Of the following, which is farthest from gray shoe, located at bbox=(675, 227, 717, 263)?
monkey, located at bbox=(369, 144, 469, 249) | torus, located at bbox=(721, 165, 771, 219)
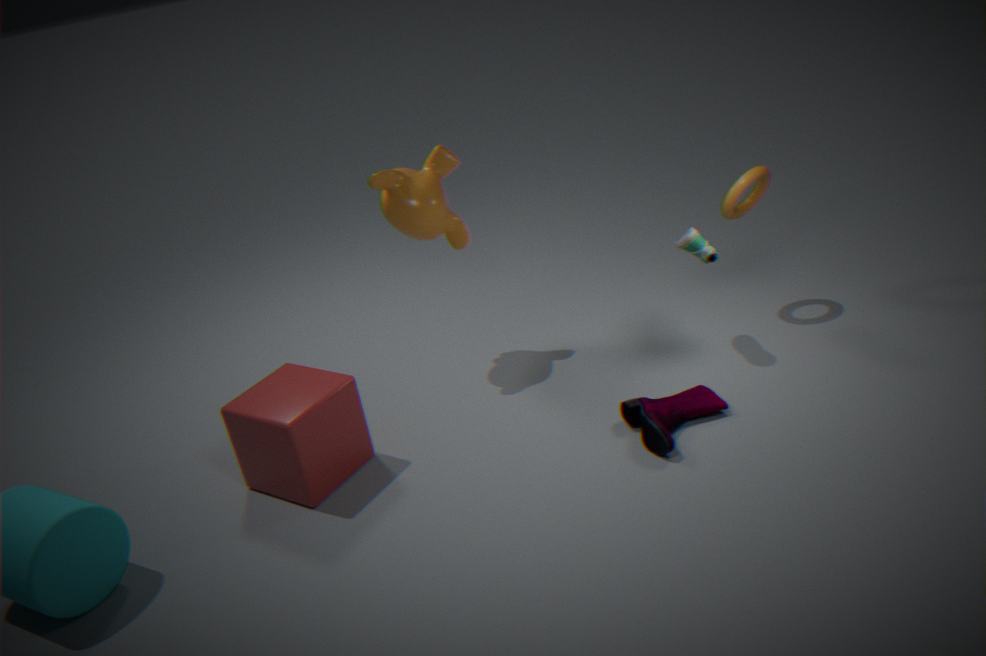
monkey, located at bbox=(369, 144, 469, 249)
